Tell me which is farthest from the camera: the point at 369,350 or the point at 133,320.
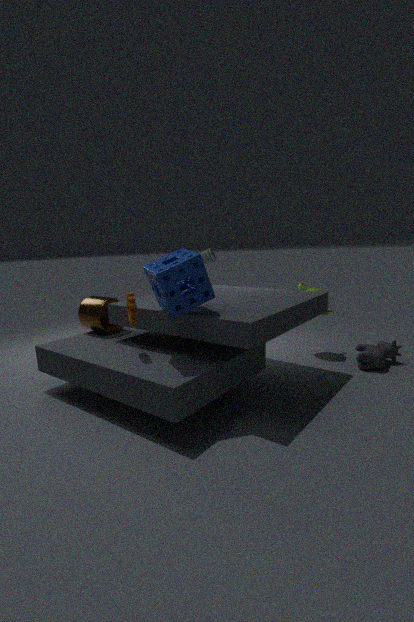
the point at 369,350
